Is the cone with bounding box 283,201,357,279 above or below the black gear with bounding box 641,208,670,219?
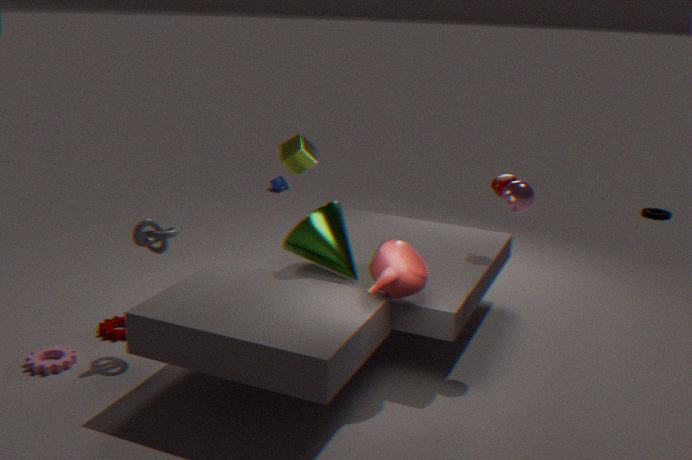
above
